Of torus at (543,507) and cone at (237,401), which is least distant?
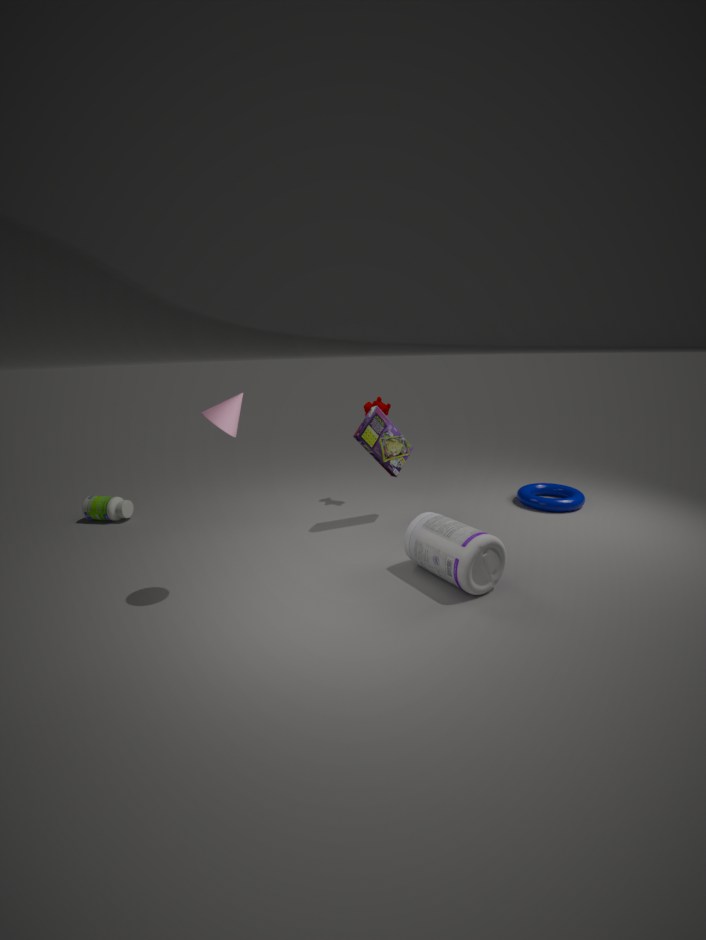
cone at (237,401)
